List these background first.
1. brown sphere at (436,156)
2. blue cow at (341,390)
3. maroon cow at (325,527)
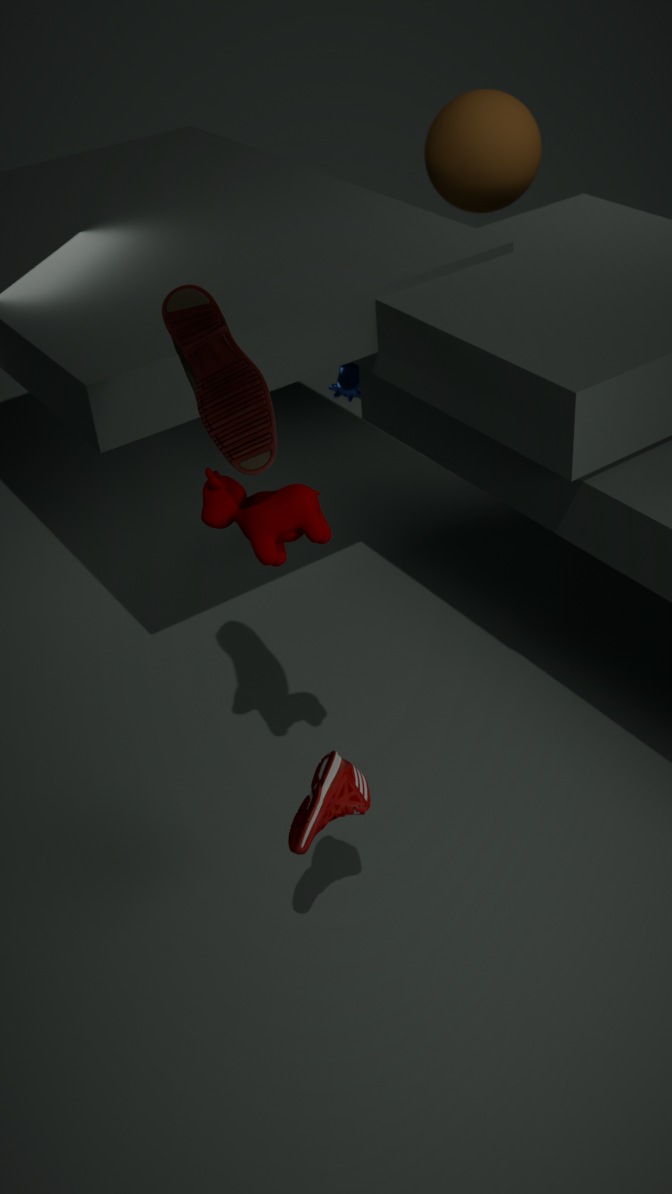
brown sphere at (436,156)
blue cow at (341,390)
maroon cow at (325,527)
